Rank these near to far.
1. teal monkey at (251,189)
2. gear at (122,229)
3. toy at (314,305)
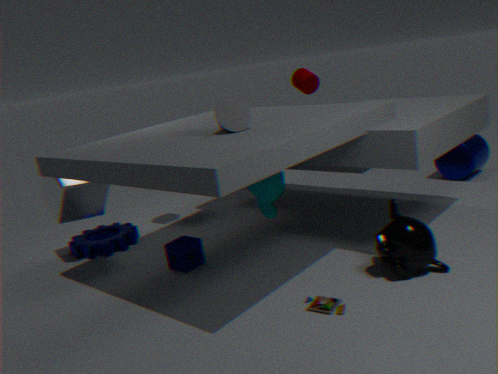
toy at (314,305)
teal monkey at (251,189)
gear at (122,229)
